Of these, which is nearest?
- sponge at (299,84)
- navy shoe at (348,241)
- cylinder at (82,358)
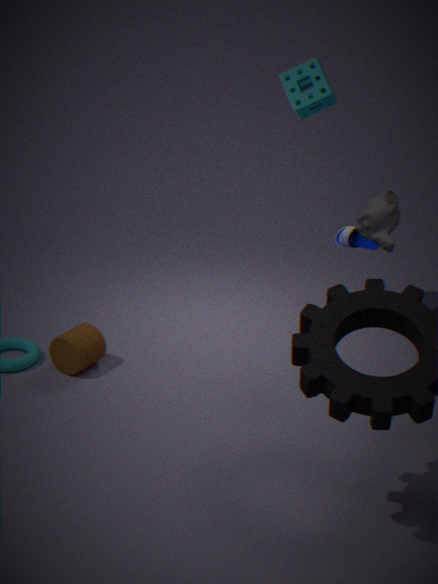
cylinder at (82,358)
